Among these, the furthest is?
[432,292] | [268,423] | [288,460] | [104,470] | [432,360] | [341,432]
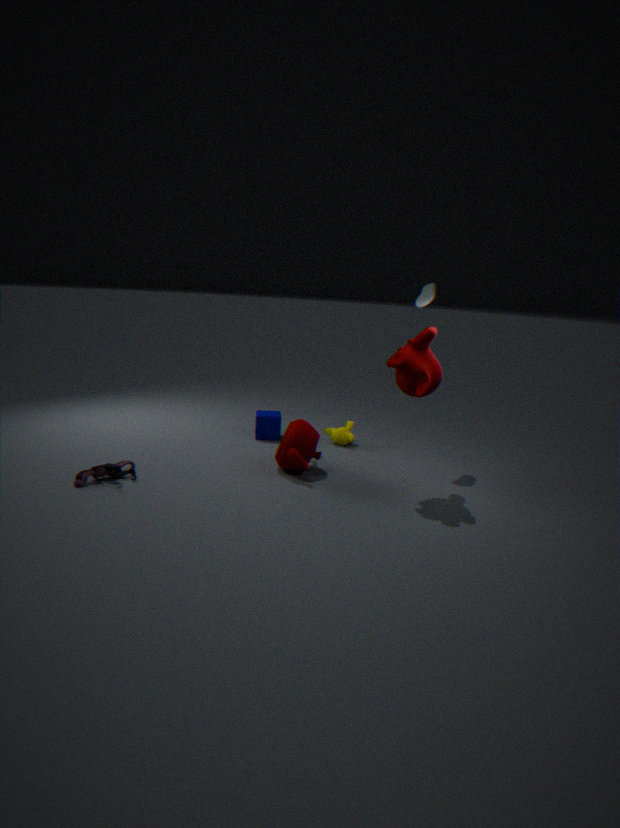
[268,423]
